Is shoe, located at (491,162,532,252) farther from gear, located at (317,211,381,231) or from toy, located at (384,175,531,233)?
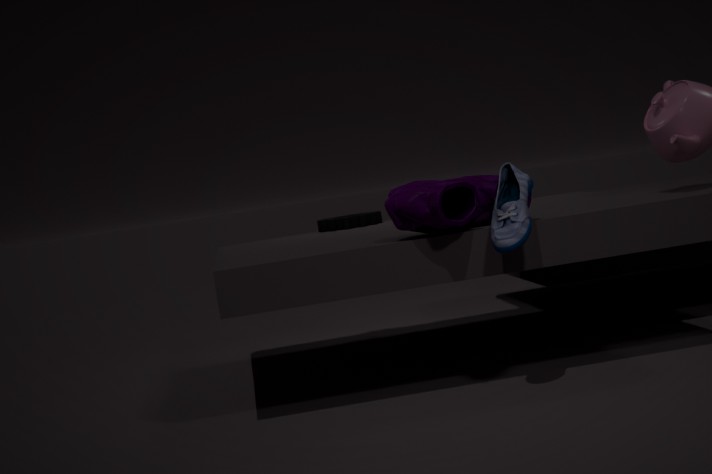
gear, located at (317,211,381,231)
